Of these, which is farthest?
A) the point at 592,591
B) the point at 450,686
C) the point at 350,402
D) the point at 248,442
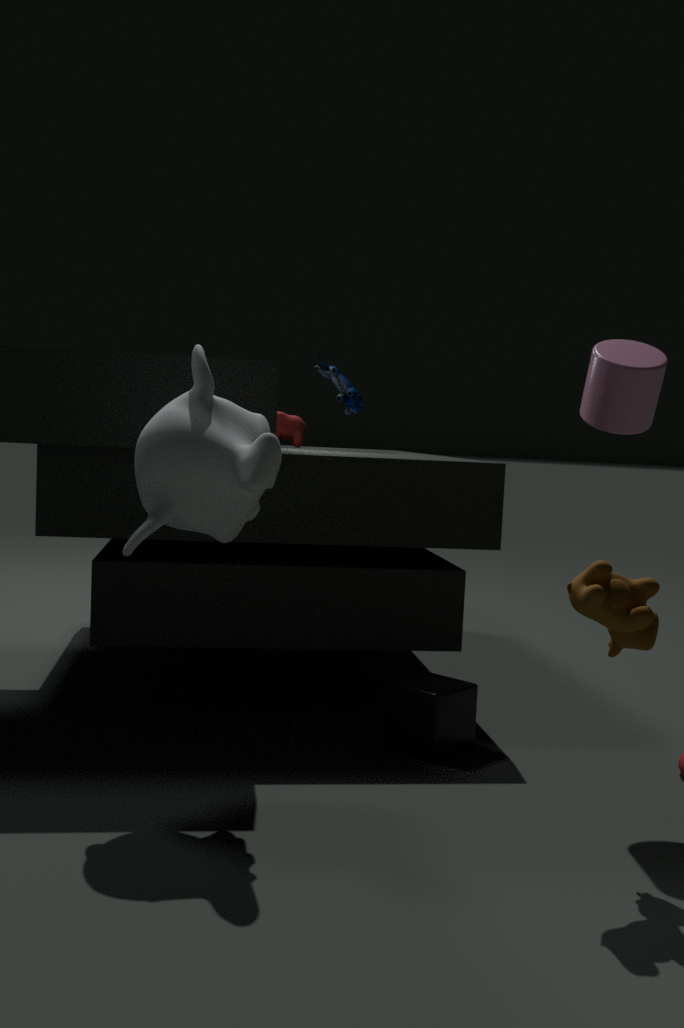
the point at 350,402
